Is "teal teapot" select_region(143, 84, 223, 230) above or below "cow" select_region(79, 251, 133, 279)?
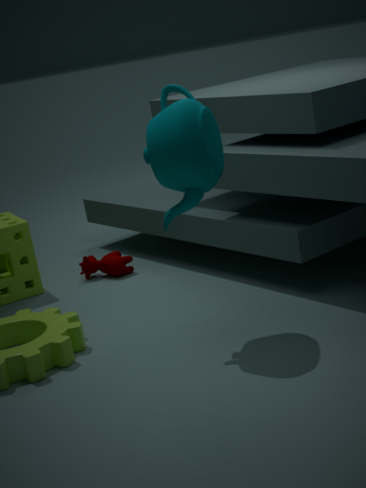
above
